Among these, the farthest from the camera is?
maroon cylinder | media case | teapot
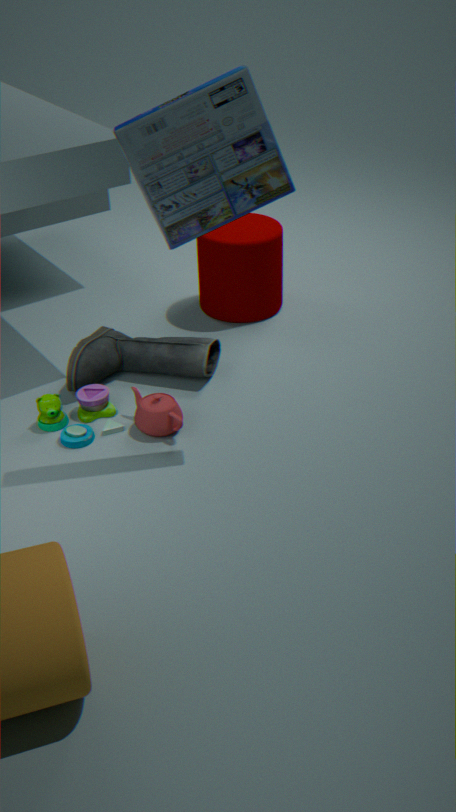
maroon cylinder
